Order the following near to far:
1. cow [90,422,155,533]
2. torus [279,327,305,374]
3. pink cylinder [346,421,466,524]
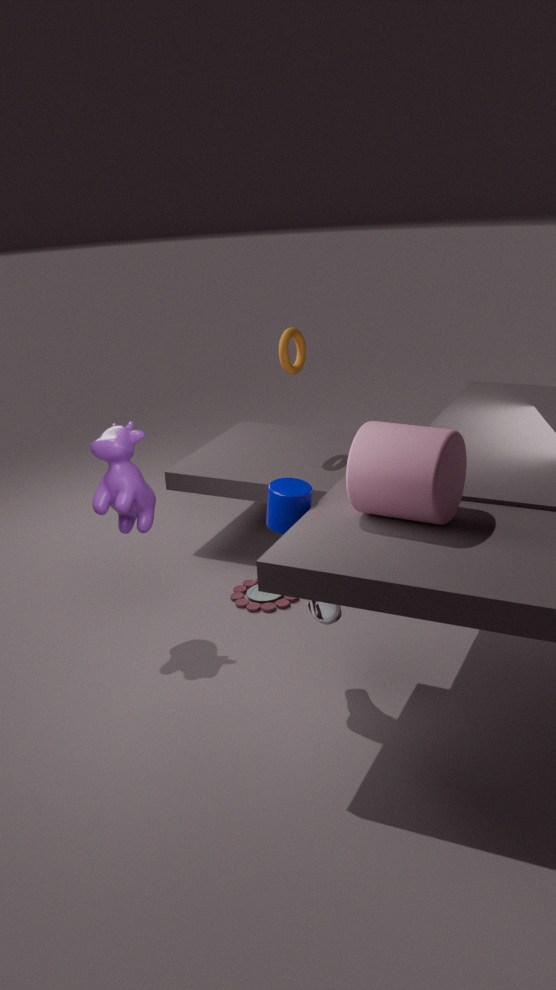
pink cylinder [346,421,466,524] < cow [90,422,155,533] < torus [279,327,305,374]
